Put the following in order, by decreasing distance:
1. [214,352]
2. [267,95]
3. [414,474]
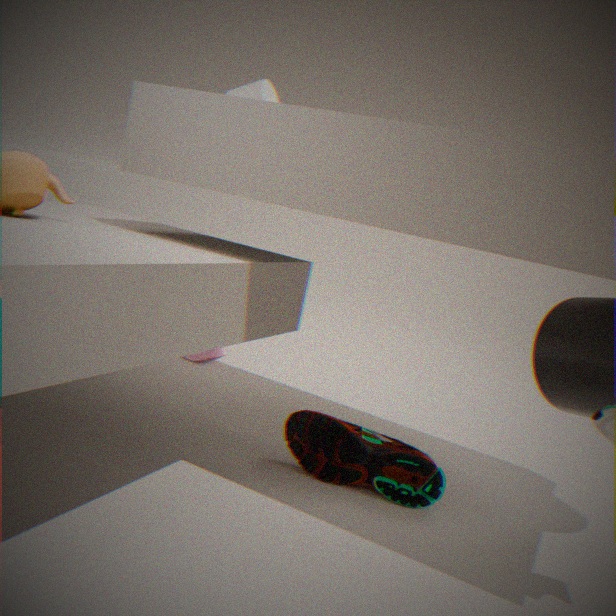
1. [214,352]
2. [267,95]
3. [414,474]
